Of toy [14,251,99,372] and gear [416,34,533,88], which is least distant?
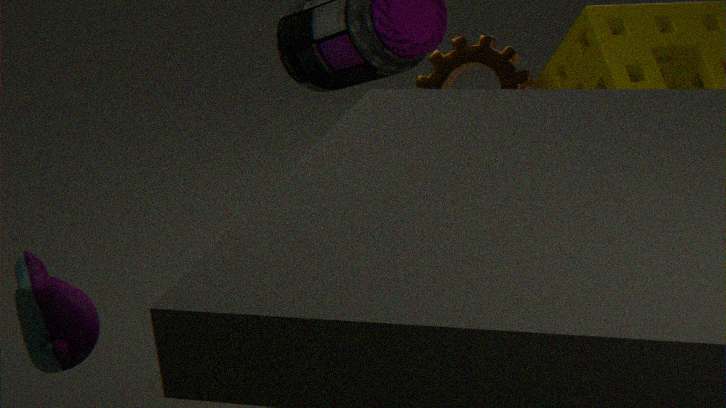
toy [14,251,99,372]
